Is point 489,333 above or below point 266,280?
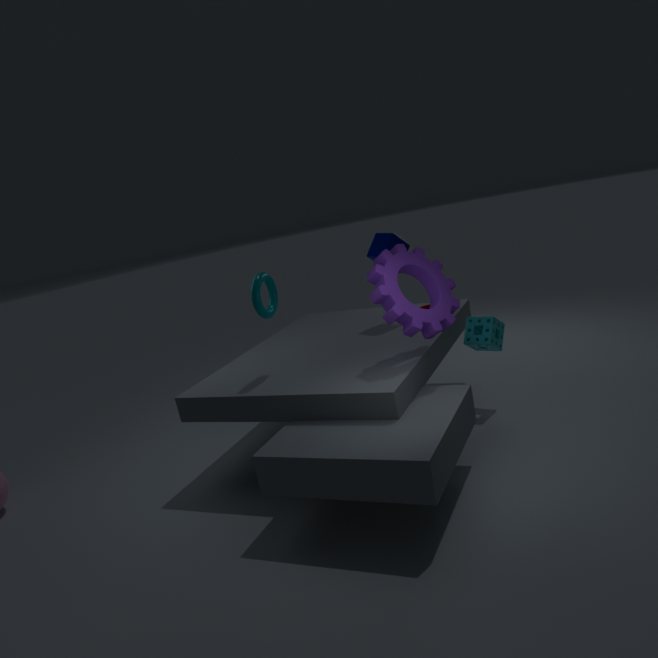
below
